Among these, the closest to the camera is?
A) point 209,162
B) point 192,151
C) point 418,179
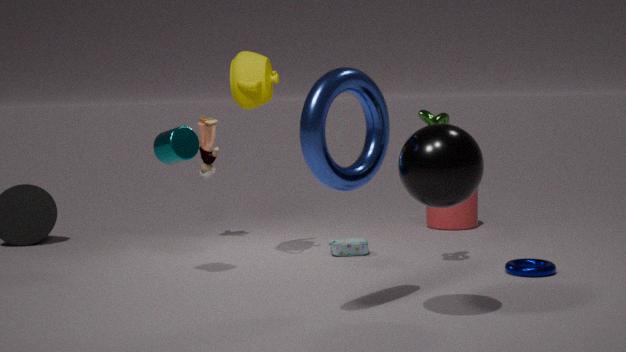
point 418,179
